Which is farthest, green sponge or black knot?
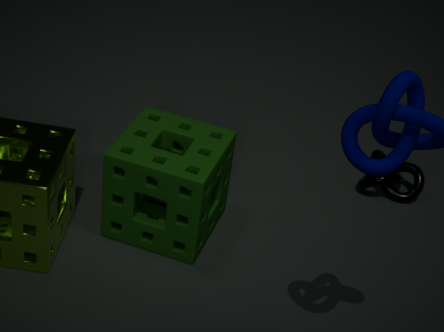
black knot
